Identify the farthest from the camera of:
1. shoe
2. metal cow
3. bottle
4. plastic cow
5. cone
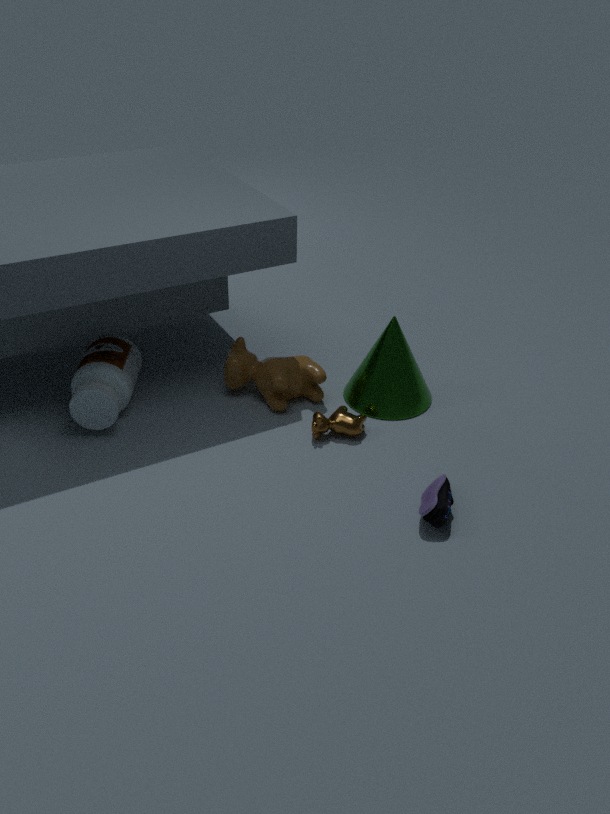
plastic cow
